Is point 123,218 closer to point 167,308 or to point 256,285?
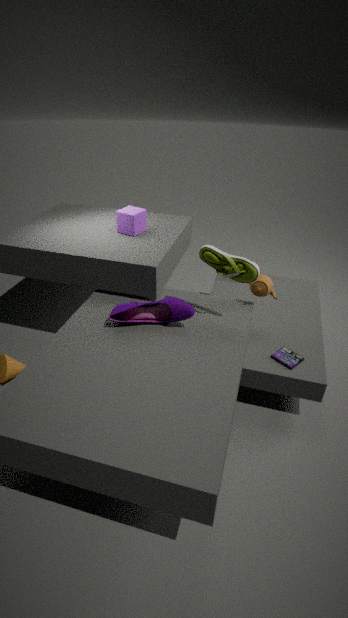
point 167,308
